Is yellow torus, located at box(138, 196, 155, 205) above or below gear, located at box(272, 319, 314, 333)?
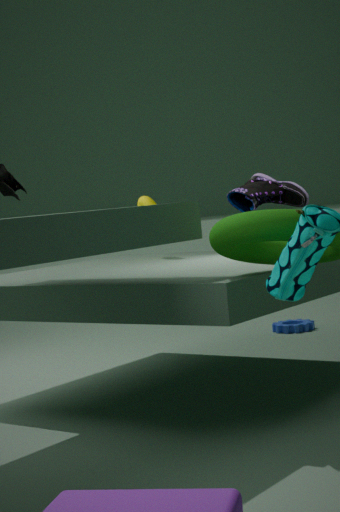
above
